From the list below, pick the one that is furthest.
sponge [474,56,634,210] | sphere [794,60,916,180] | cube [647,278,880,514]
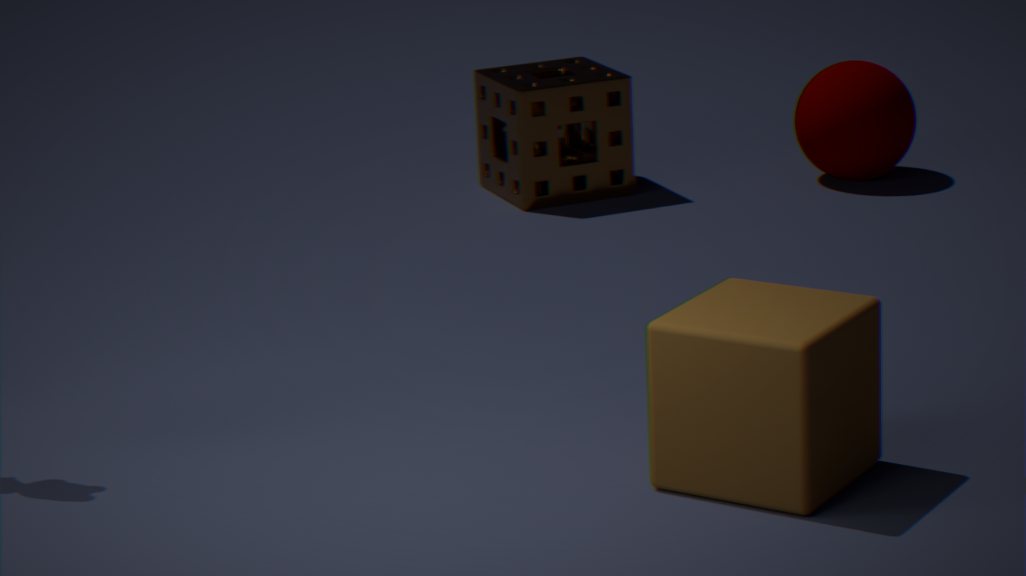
sphere [794,60,916,180]
